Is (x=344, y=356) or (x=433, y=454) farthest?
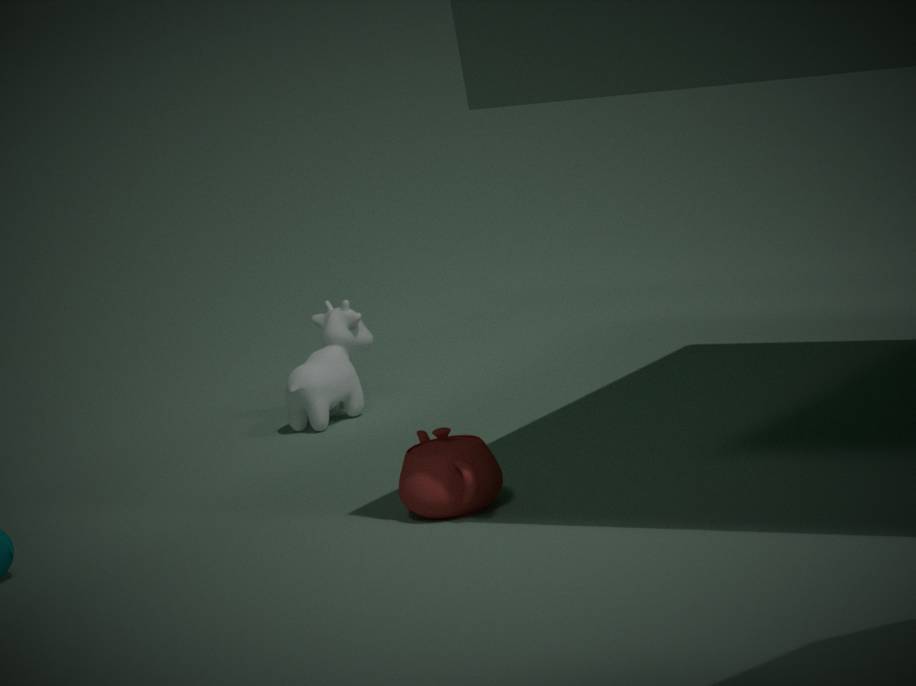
(x=344, y=356)
